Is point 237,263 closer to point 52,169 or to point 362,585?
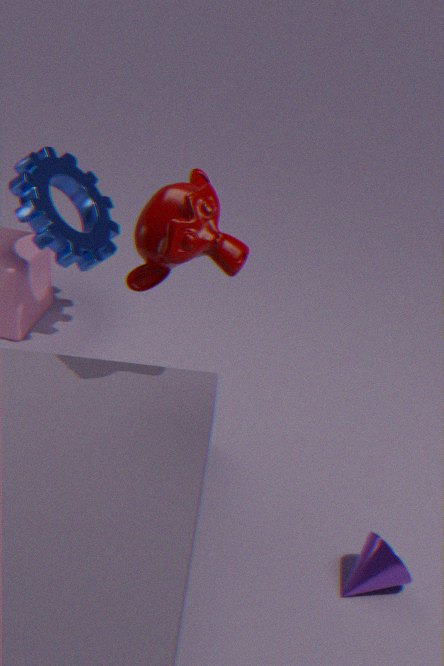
point 52,169
